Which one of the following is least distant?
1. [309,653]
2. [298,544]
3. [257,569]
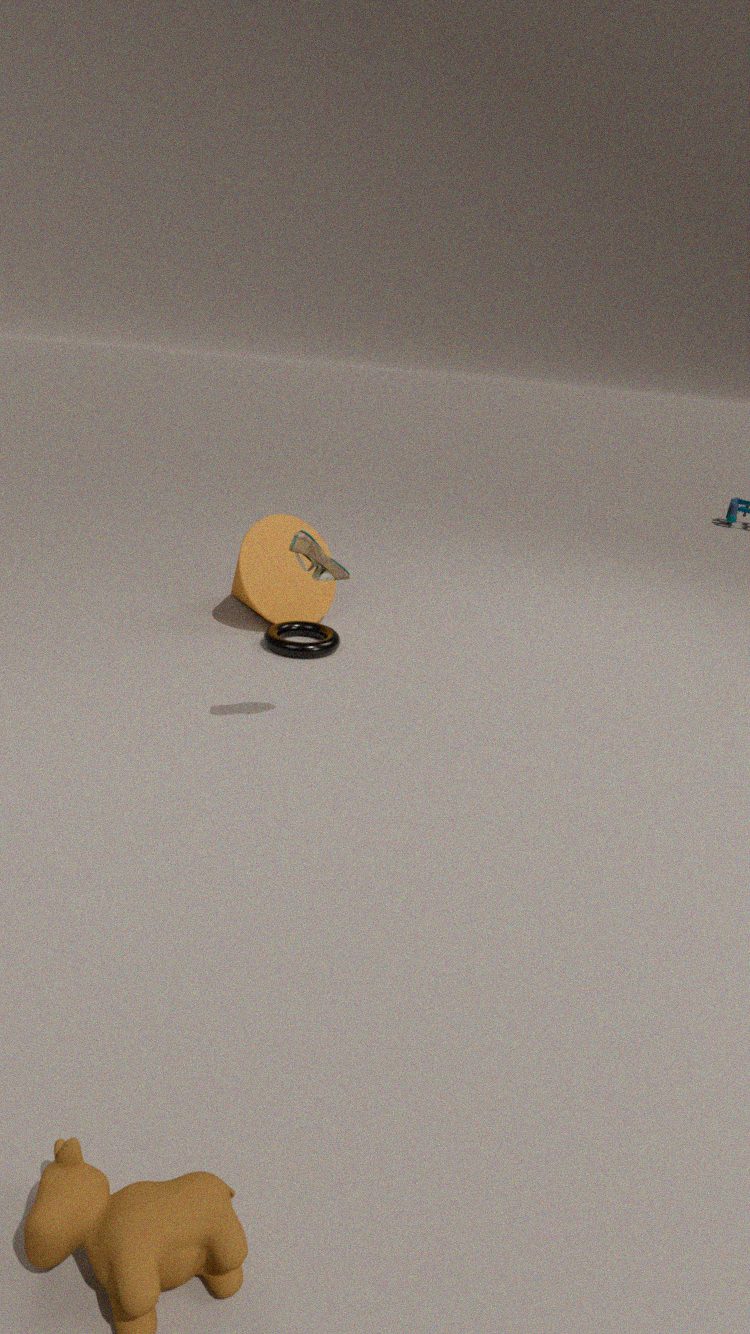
[298,544]
